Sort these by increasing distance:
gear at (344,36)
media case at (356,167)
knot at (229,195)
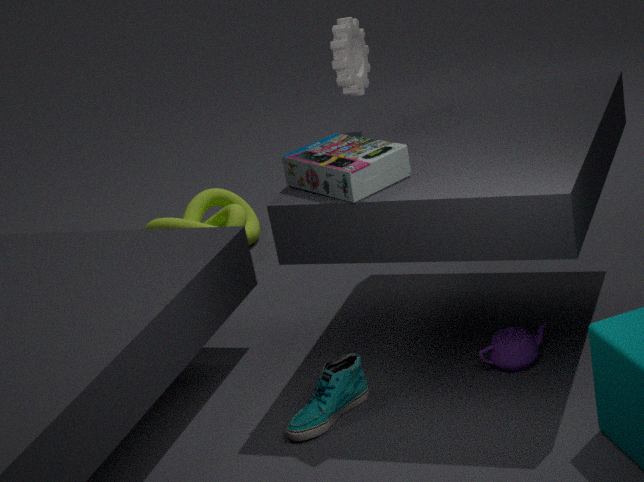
media case at (356,167)
gear at (344,36)
knot at (229,195)
